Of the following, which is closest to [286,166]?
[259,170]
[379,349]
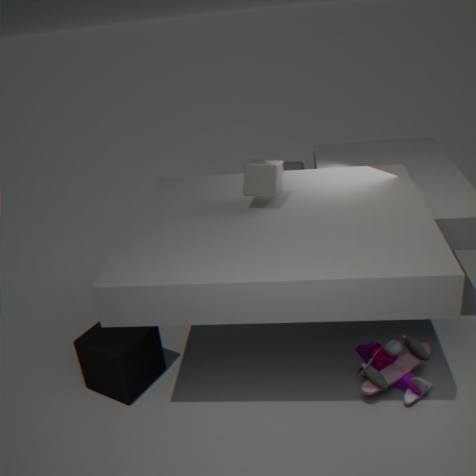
[259,170]
